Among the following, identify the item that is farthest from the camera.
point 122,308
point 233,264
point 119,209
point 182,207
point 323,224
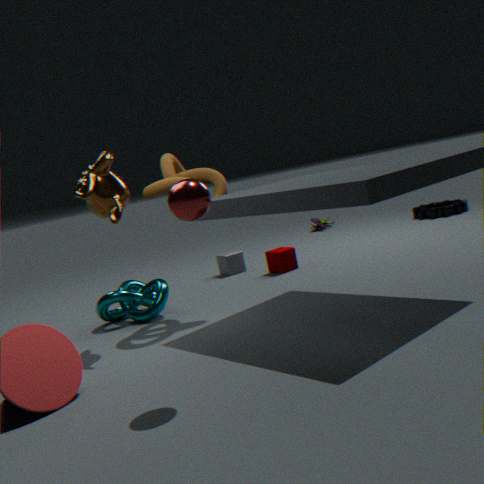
point 323,224
